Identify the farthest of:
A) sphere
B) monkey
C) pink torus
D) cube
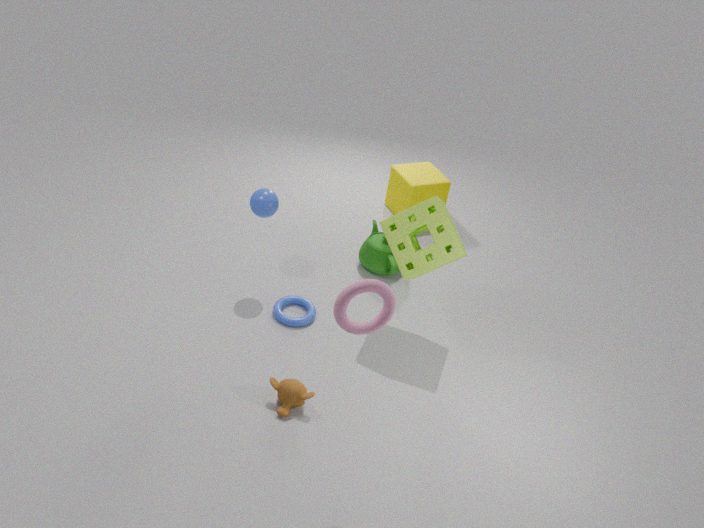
cube
